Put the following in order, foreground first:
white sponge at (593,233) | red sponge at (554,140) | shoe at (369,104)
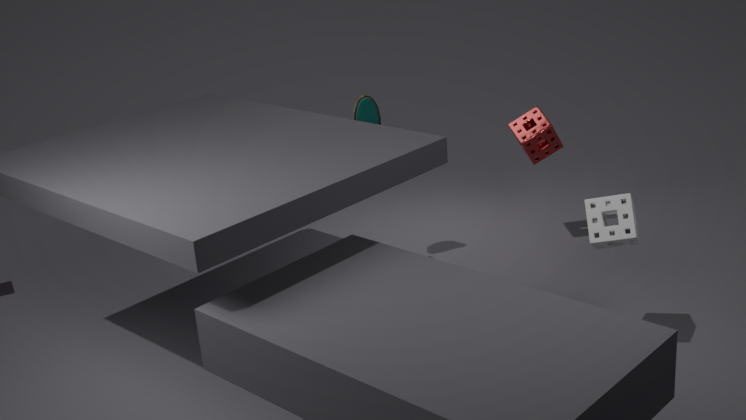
1. white sponge at (593,233)
2. shoe at (369,104)
3. red sponge at (554,140)
